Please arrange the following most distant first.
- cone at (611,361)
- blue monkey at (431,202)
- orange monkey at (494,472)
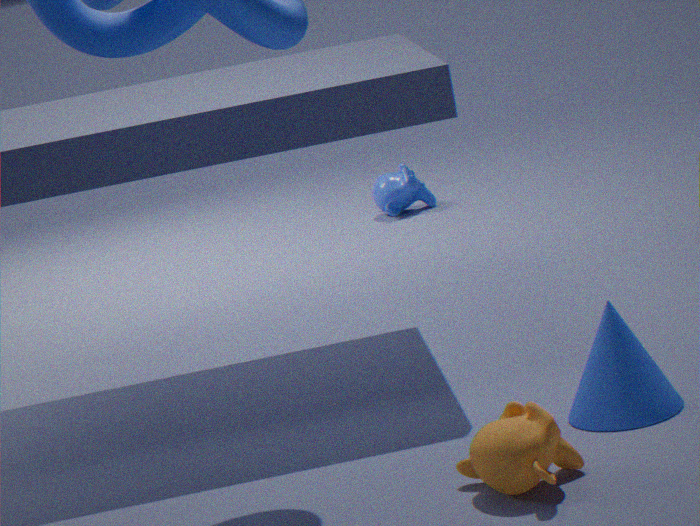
1. blue monkey at (431,202)
2. cone at (611,361)
3. orange monkey at (494,472)
